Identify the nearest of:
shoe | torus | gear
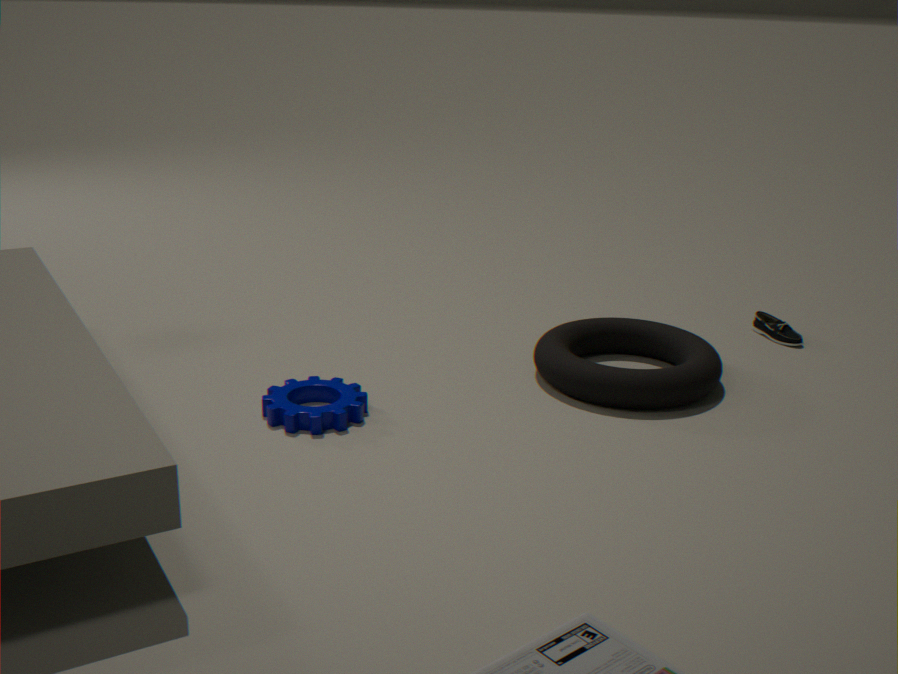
gear
